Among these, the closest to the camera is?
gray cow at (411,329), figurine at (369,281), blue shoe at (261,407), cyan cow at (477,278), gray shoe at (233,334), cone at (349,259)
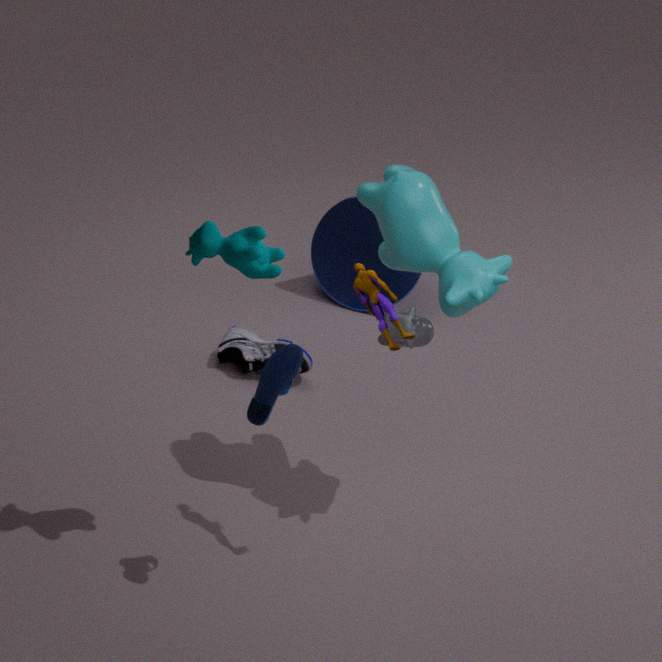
blue shoe at (261,407)
